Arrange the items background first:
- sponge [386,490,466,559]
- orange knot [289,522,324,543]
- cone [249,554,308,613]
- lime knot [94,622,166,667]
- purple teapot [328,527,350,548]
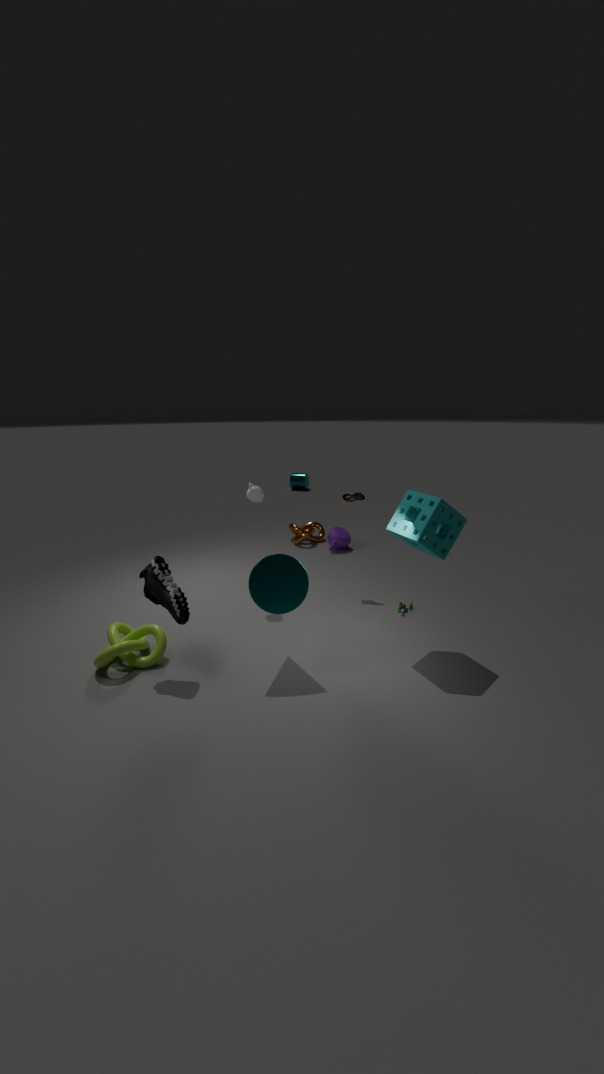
orange knot [289,522,324,543] → purple teapot [328,527,350,548] → lime knot [94,622,166,667] → sponge [386,490,466,559] → cone [249,554,308,613]
